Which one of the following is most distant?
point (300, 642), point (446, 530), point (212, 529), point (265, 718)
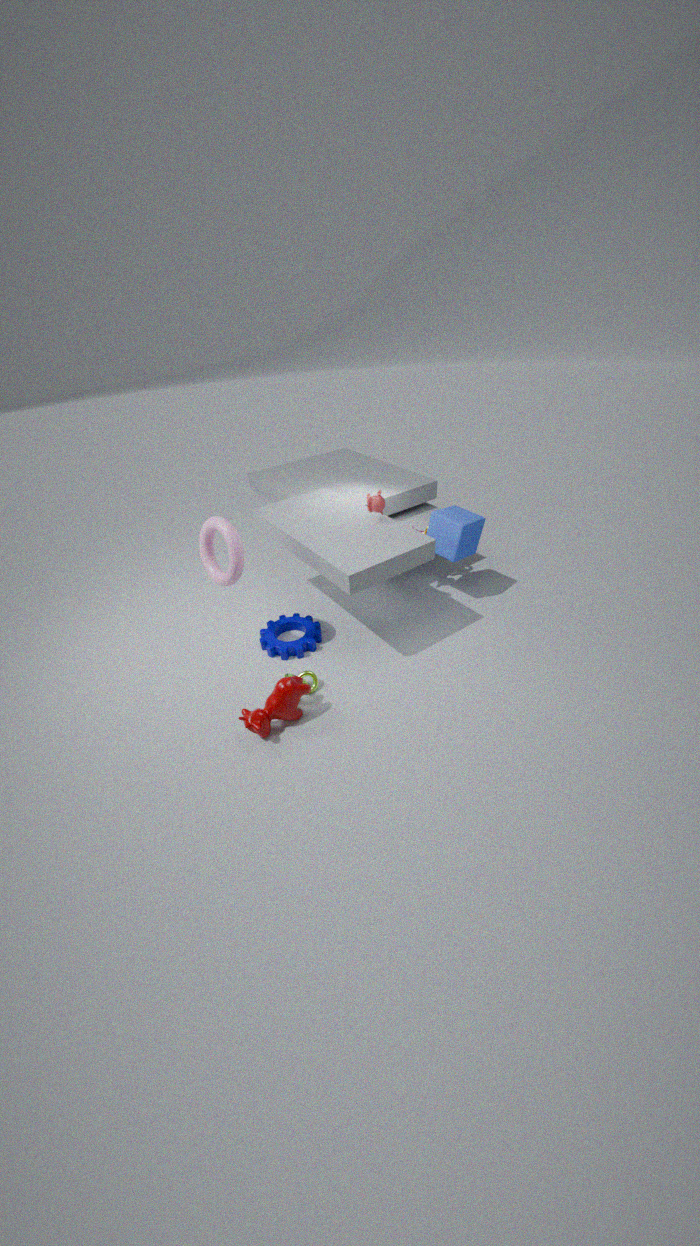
point (446, 530)
